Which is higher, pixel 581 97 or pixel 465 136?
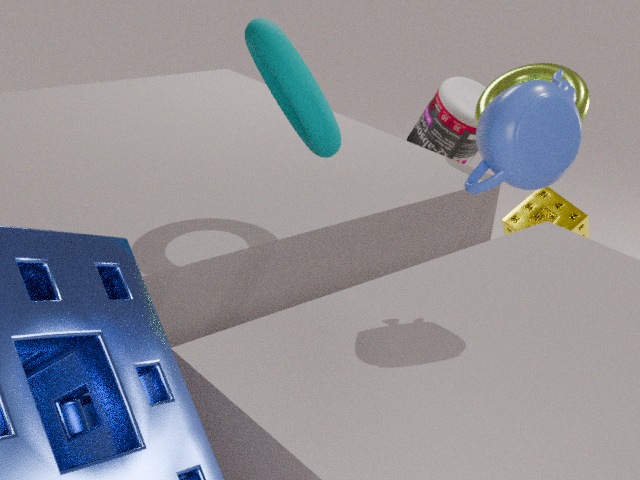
pixel 581 97
